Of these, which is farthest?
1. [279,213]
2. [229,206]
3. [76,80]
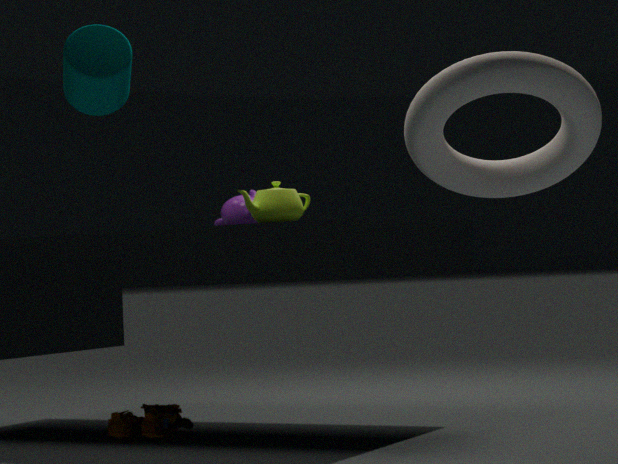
[229,206]
